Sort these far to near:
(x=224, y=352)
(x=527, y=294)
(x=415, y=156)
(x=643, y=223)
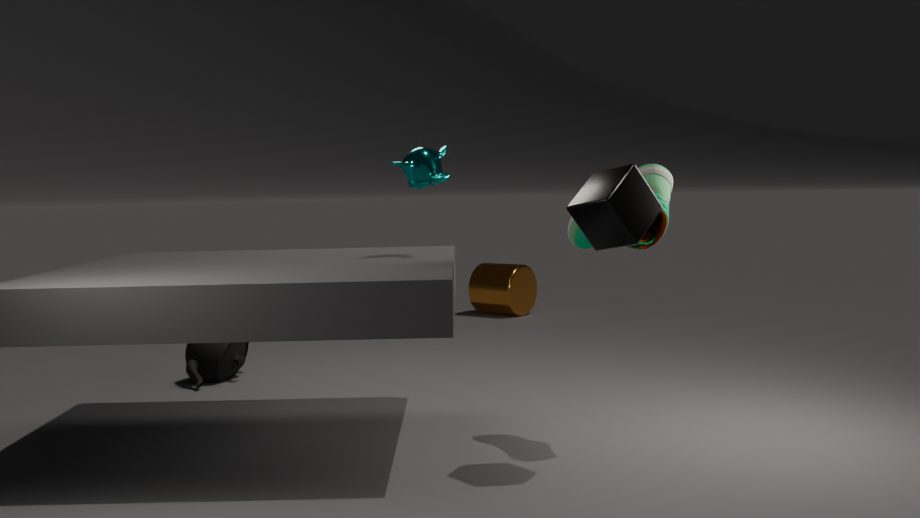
(x=527, y=294) → (x=224, y=352) → (x=415, y=156) → (x=643, y=223)
